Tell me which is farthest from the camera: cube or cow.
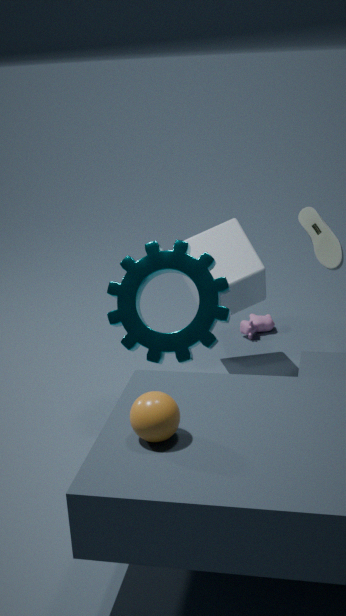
cow
